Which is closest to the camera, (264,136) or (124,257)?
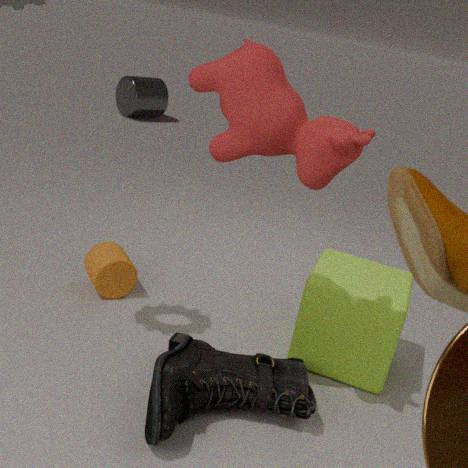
(264,136)
